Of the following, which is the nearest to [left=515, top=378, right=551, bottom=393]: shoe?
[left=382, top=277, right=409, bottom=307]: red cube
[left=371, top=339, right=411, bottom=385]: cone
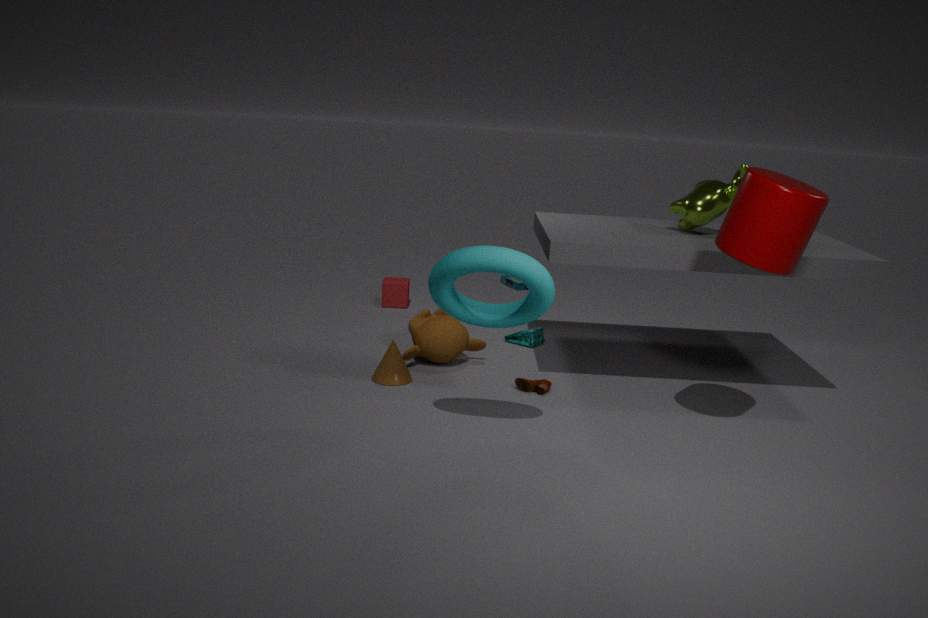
[left=371, top=339, right=411, bottom=385]: cone
